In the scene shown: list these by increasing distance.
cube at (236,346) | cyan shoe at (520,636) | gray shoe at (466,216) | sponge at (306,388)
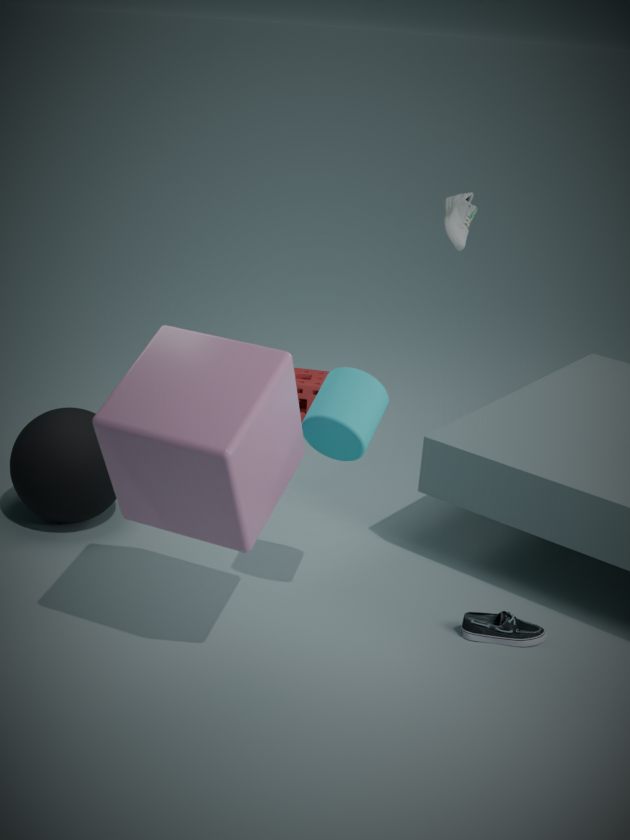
cube at (236,346)
cyan shoe at (520,636)
gray shoe at (466,216)
sponge at (306,388)
